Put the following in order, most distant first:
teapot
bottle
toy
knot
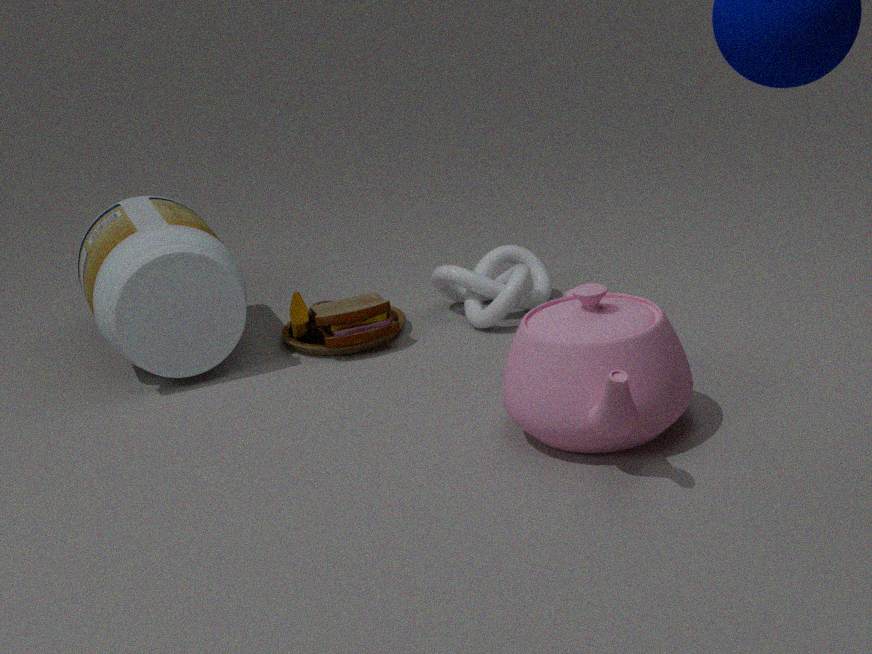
knot < toy < bottle < teapot
